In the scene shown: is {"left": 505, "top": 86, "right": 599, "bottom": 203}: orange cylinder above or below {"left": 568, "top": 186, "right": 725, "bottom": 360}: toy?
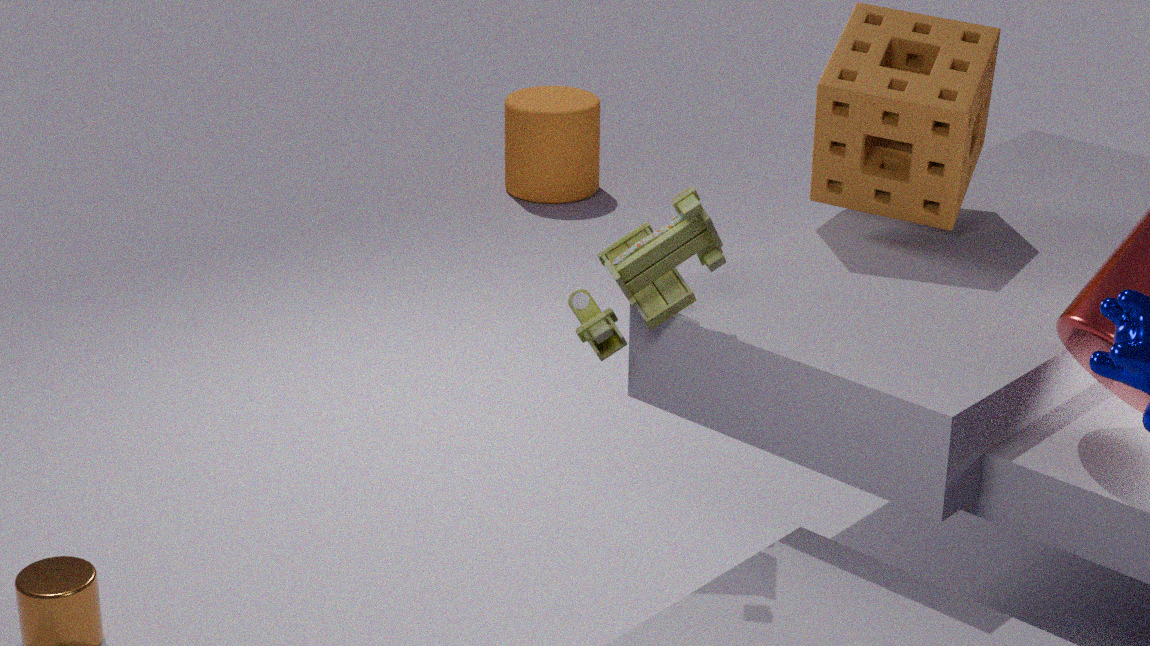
below
